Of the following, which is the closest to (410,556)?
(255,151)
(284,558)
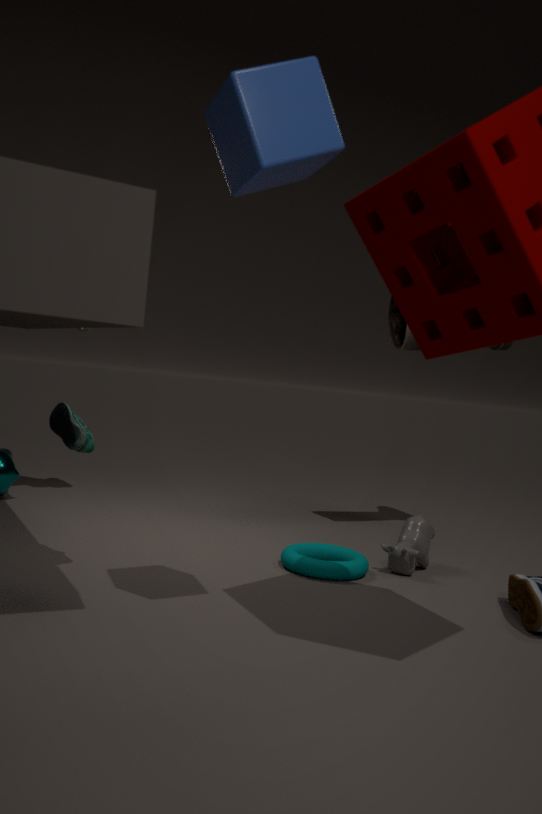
(284,558)
